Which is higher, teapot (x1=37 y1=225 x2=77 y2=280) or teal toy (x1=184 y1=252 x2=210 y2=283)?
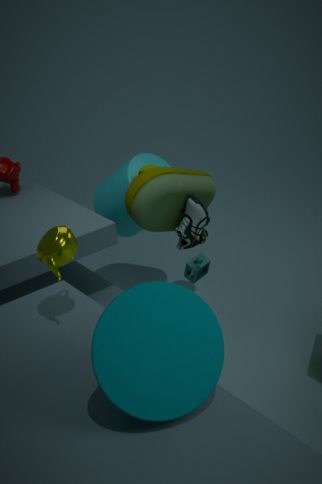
teapot (x1=37 y1=225 x2=77 y2=280)
